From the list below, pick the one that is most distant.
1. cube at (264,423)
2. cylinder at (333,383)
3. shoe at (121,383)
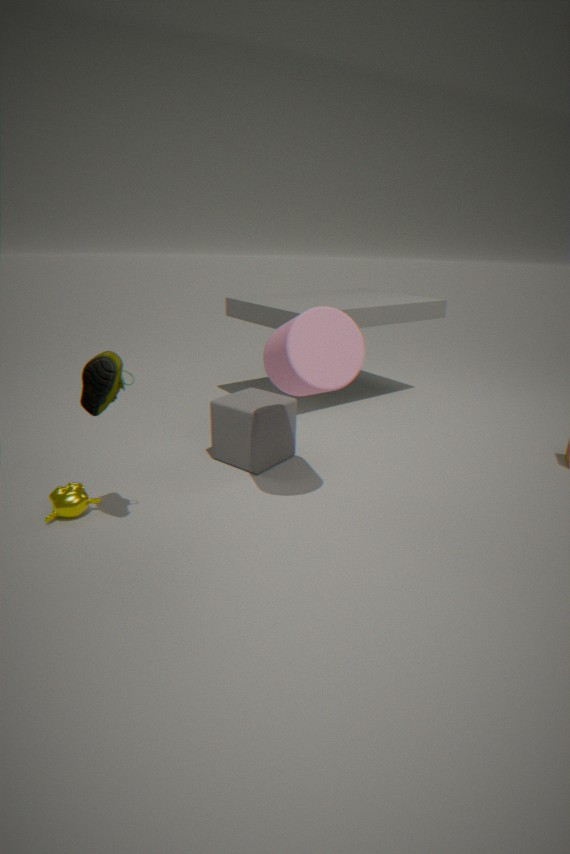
cube at (264,423)
